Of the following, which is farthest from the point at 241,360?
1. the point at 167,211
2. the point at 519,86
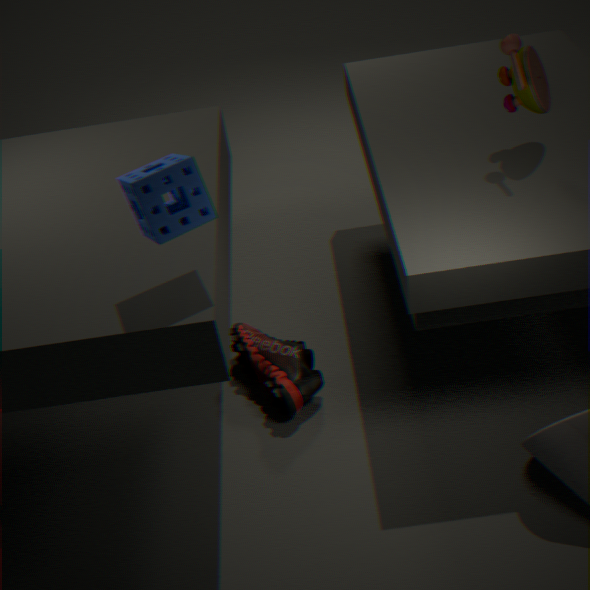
the point at 519,86
